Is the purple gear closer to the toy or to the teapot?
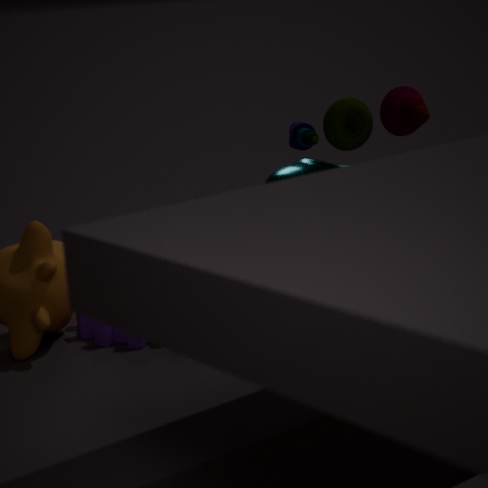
the teapot
